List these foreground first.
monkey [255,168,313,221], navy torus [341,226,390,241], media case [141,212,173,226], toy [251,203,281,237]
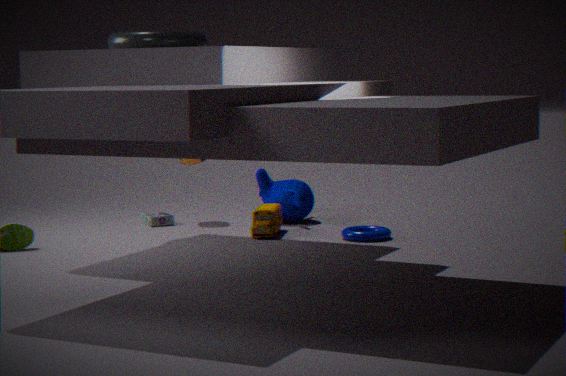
navy torus [341,226,390,241] → toy [251,203,281,237] → monkey [255,168,313,221] → media case [141,212,173,226]
